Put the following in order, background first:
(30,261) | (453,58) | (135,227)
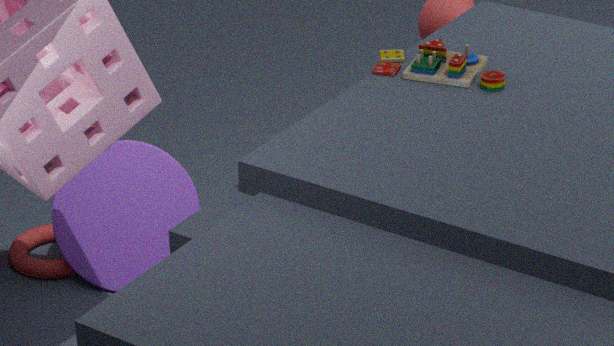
(30,261) → (135,227) → (453,58)
